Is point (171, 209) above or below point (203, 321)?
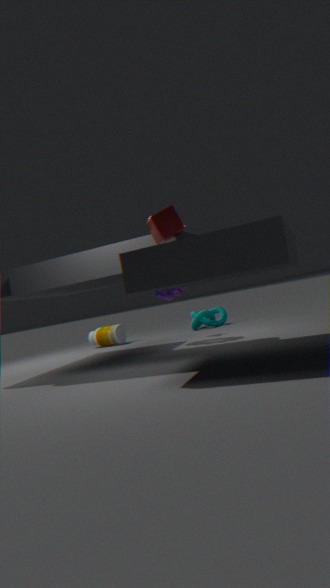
above
